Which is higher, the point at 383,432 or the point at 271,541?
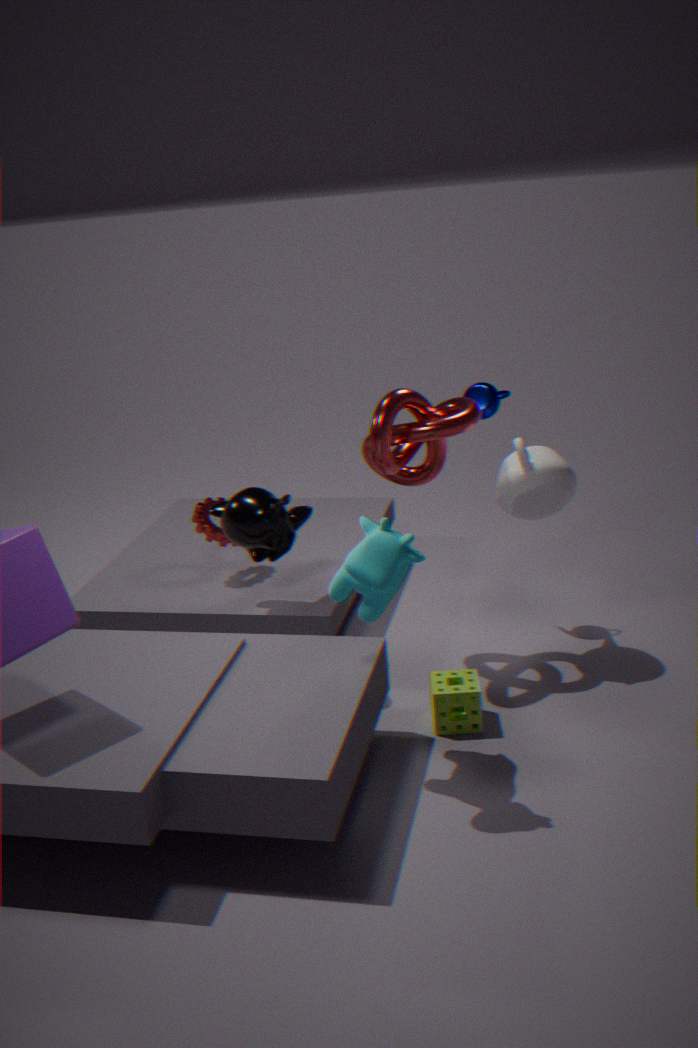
the point at 383,432
